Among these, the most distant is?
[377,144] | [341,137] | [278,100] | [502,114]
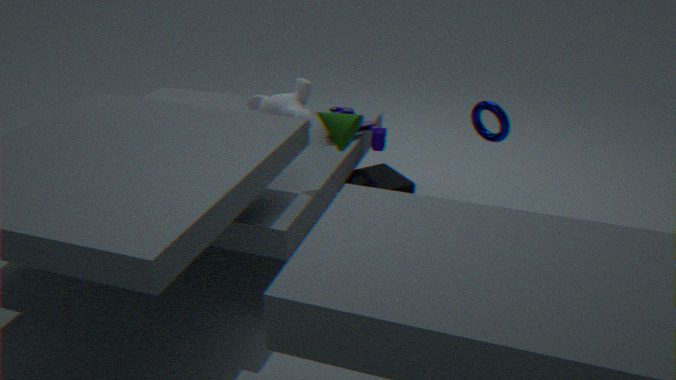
[278,100]
